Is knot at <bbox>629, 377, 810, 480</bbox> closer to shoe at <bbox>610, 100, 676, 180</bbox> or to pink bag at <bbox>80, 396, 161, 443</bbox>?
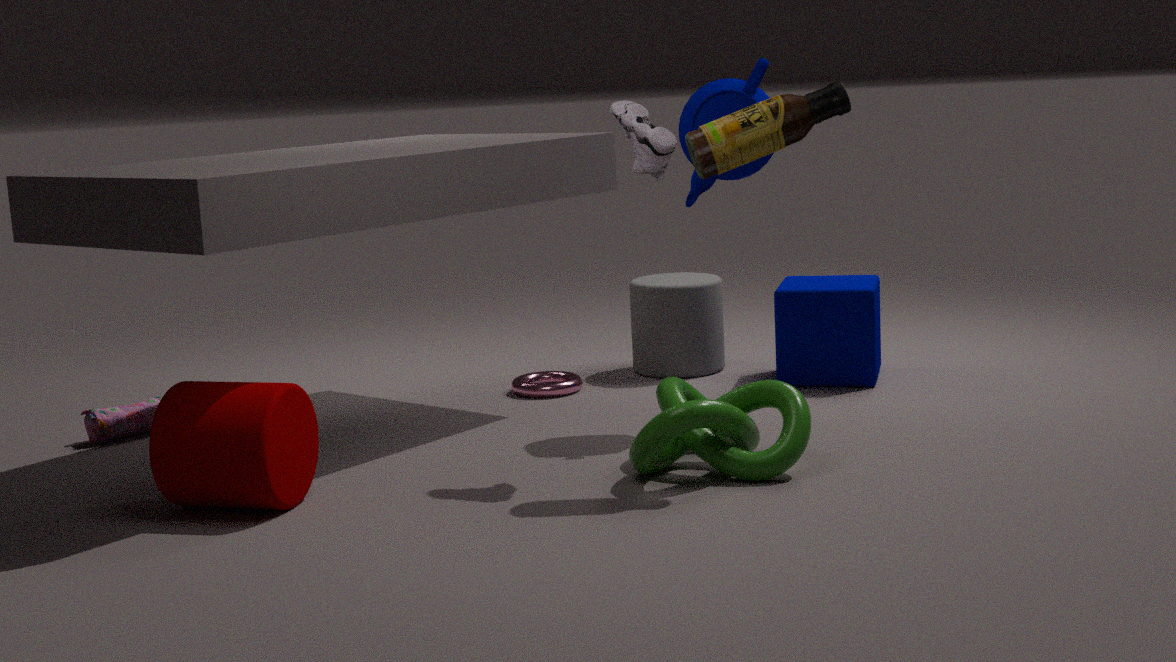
shoe at <bbox>610, 100, 676, 180</bbox>
